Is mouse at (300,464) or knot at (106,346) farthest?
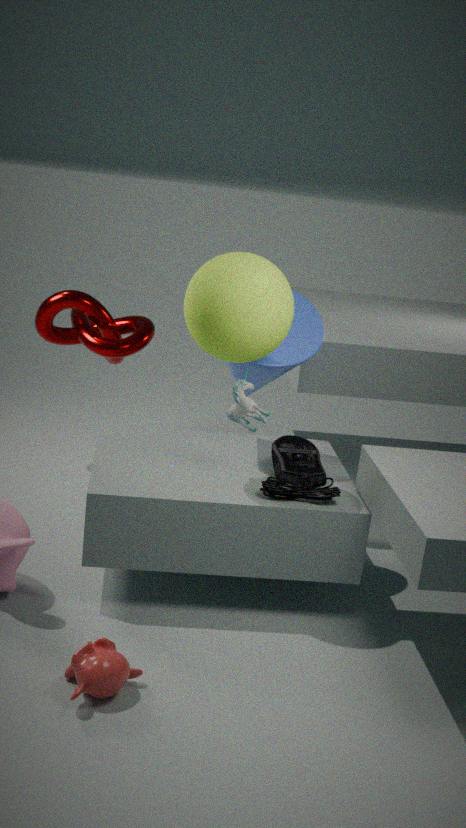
knot at (106,346)
